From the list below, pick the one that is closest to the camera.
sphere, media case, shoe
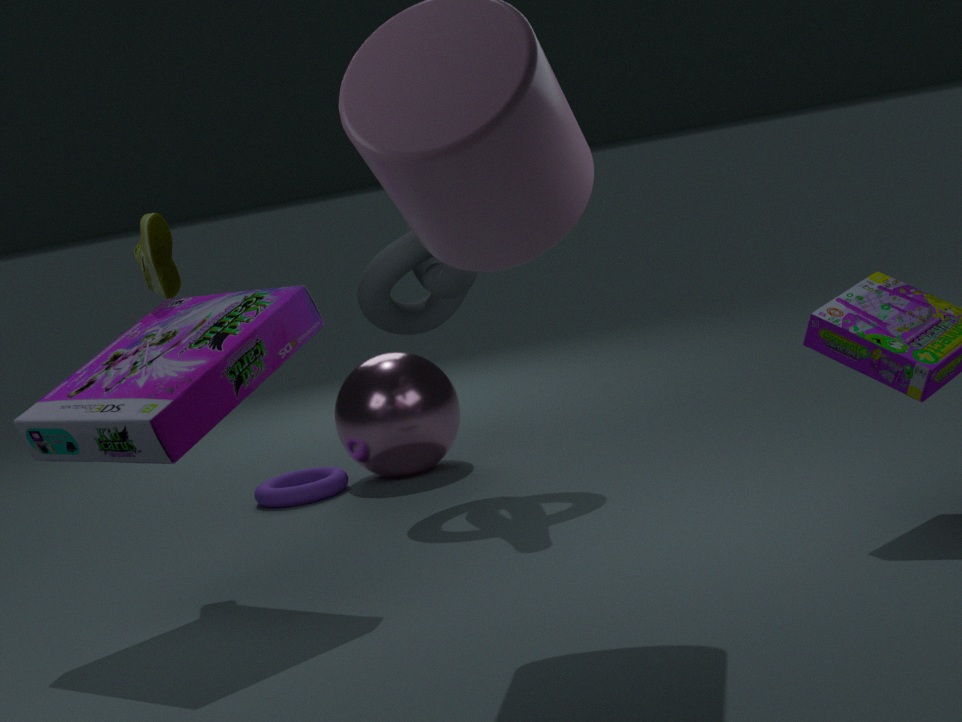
media case
